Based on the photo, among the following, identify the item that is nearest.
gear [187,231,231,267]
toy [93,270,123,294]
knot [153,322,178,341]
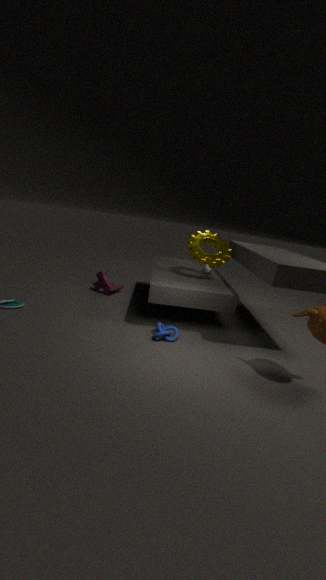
knot [153,322,178,341]
